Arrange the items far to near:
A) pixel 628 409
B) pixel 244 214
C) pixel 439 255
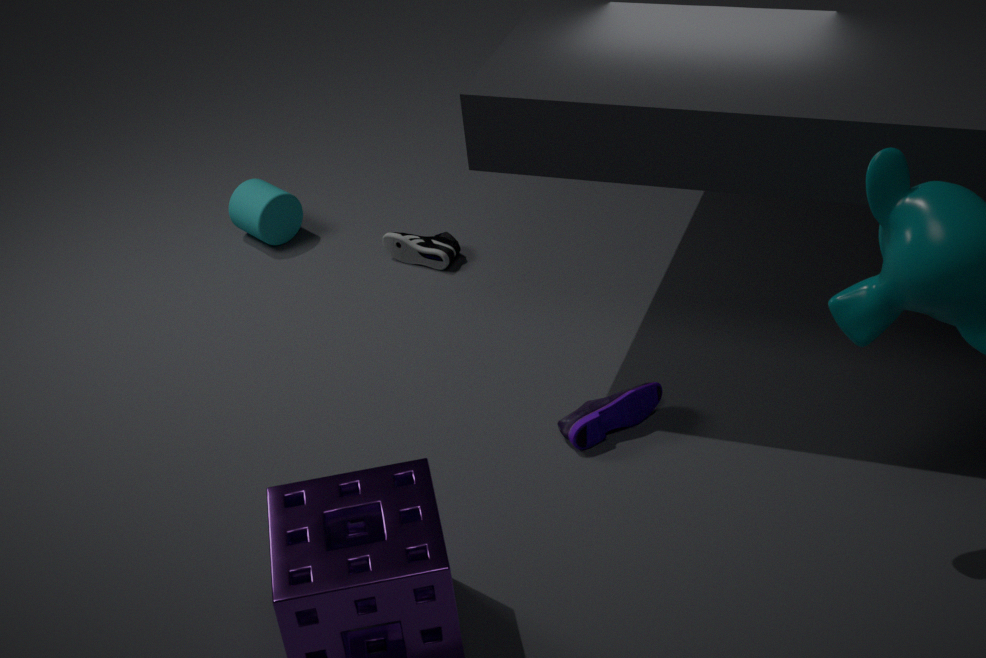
pixel 244 214 < pixel 439 255 < pixel 628 409
